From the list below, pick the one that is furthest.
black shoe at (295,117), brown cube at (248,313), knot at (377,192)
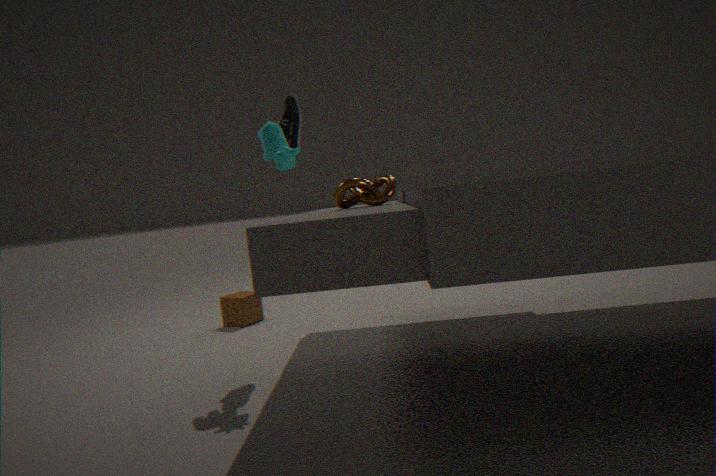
brown cube at (248,313)
